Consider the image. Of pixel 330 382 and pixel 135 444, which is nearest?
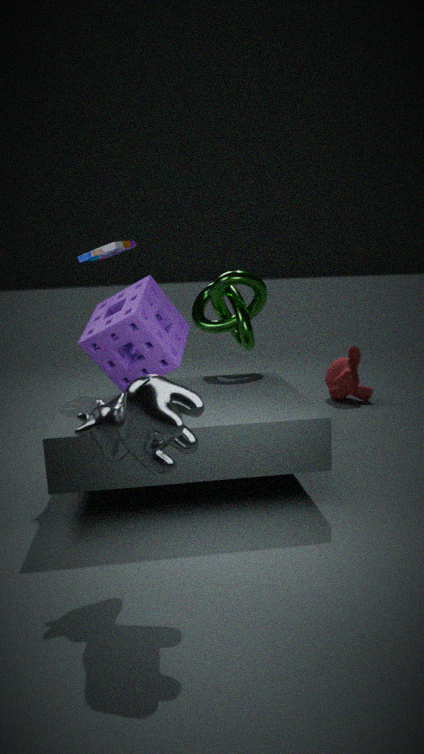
pixel 135 444
